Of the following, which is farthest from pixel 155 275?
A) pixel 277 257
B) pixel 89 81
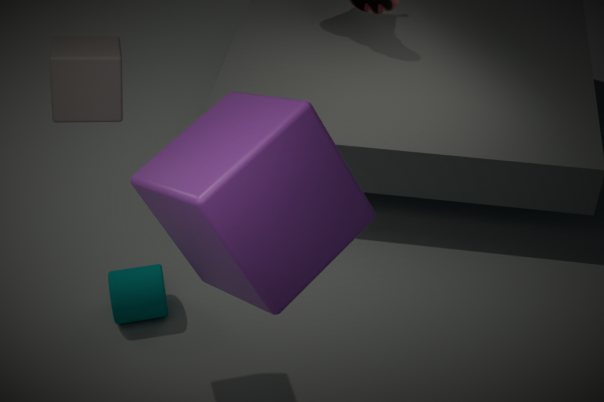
pixel 277 257
